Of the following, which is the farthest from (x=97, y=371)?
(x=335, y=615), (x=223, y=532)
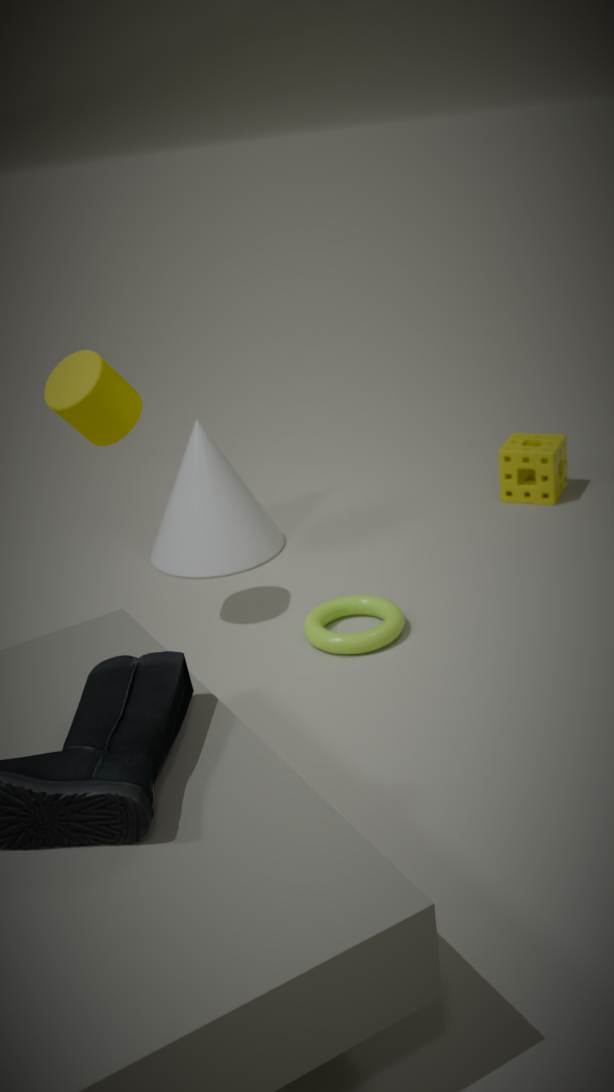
(x=335, y=615)
